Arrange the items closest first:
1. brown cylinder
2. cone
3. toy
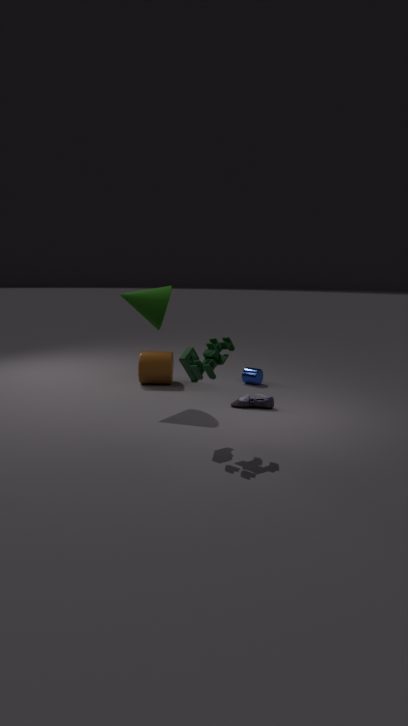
toy
cone
brown cylinder
